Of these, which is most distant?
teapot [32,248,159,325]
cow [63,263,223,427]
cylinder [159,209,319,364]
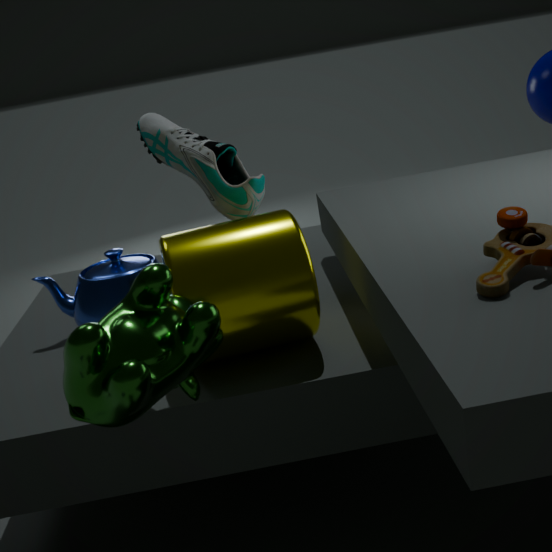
teapot [32,248,159,325]
